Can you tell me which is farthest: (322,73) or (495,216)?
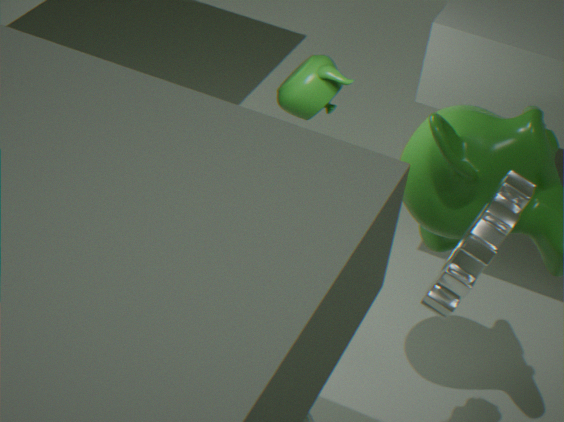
(322,73)
